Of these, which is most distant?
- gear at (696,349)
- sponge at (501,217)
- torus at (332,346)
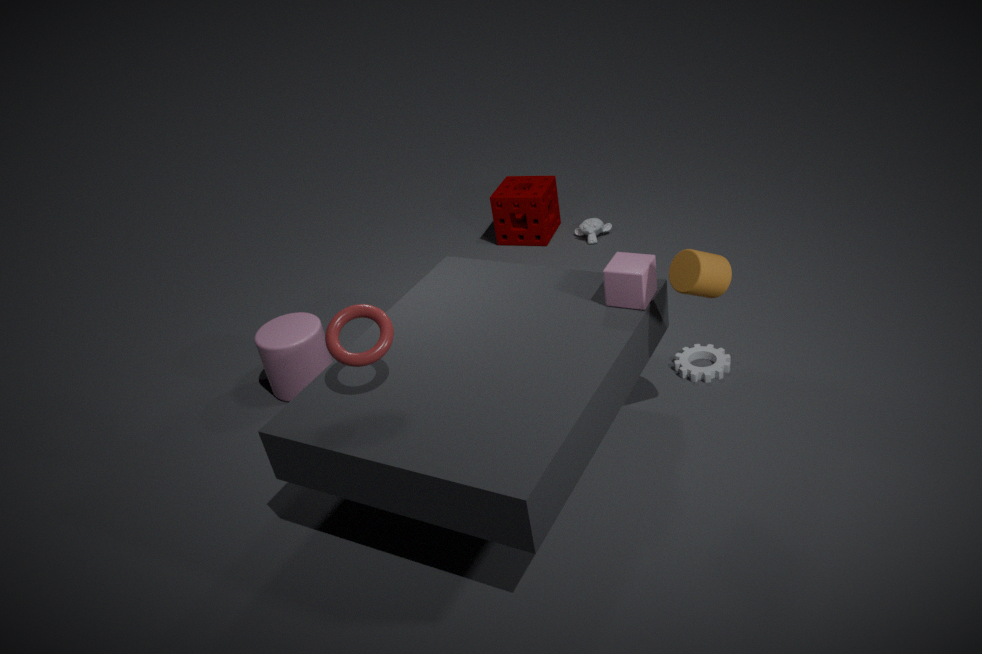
sponge at (501,217)
